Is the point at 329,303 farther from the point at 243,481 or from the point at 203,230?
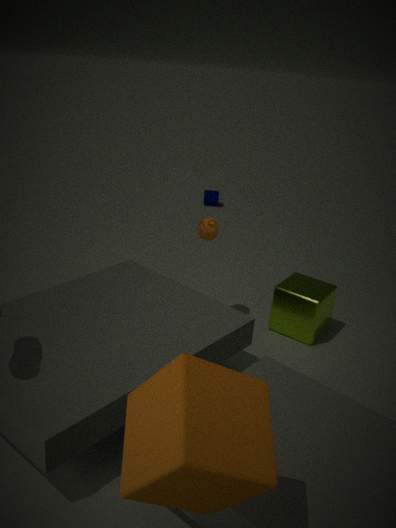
the point at 243,481
